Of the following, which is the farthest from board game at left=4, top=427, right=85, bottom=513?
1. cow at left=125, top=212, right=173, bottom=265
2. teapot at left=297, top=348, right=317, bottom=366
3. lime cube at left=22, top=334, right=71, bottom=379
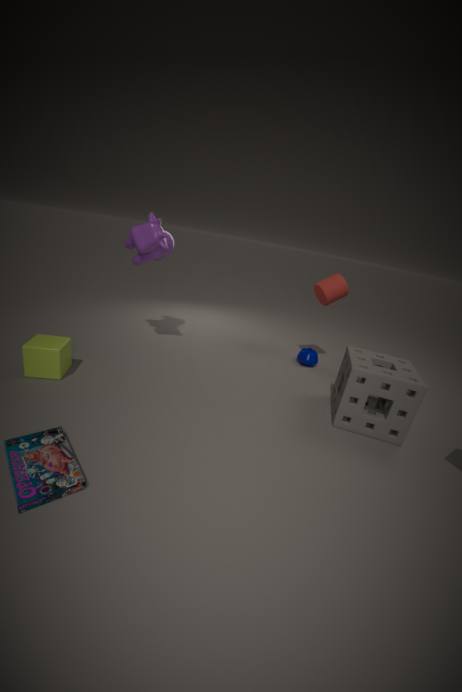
teapot at left=297, top=348, right=317, bottom=366
